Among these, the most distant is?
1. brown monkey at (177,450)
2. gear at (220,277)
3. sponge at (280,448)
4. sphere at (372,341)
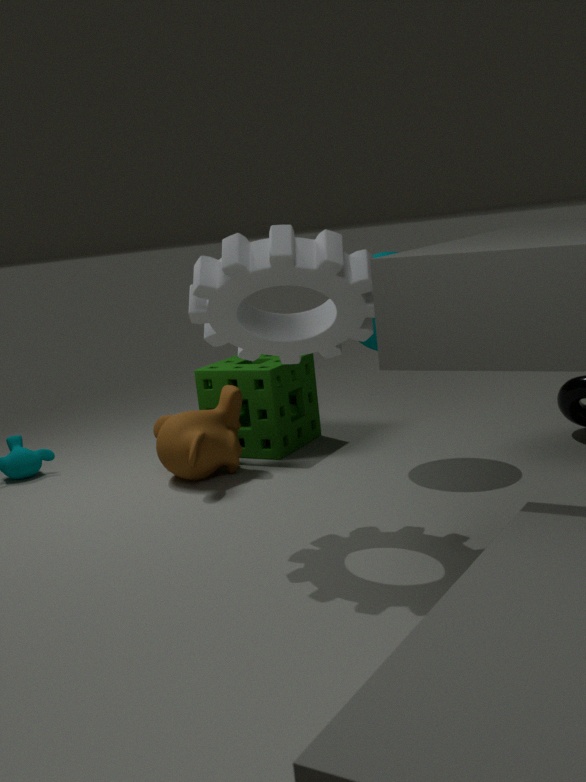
sponge at (280,448)
